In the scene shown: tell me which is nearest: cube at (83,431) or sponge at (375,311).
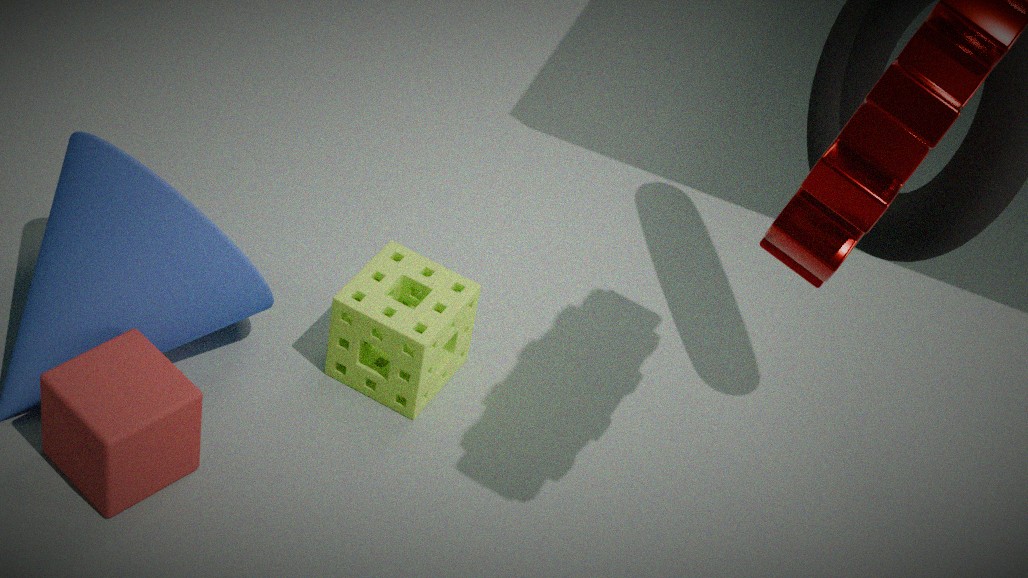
cube at (83,431)
